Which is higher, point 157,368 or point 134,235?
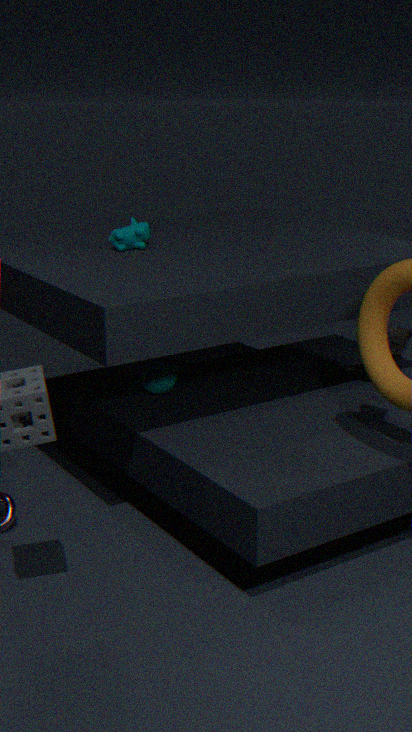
point 134,235
